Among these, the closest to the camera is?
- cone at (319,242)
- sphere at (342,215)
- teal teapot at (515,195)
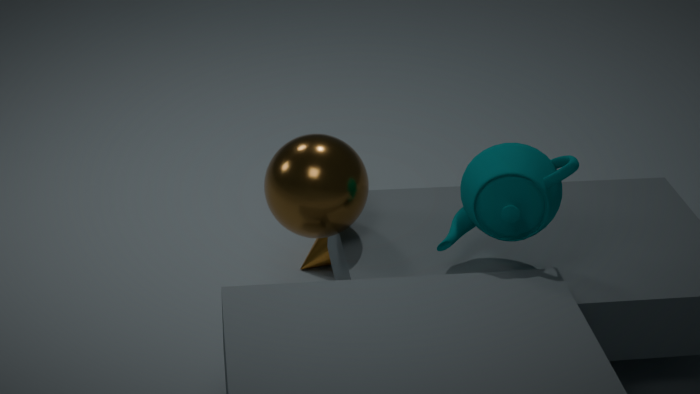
teal teapot at (515,195)
